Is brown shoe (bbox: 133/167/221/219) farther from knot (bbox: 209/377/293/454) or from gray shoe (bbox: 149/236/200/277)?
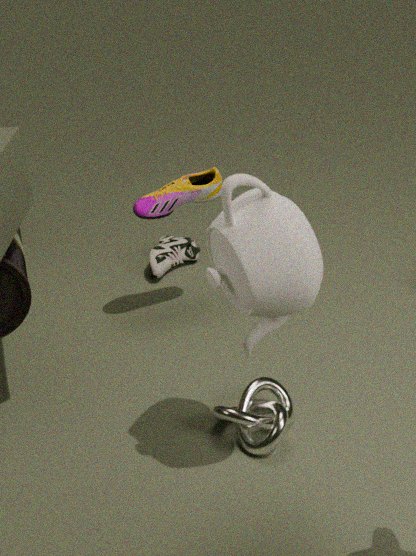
knot (bbox: 209/377/293/454)
